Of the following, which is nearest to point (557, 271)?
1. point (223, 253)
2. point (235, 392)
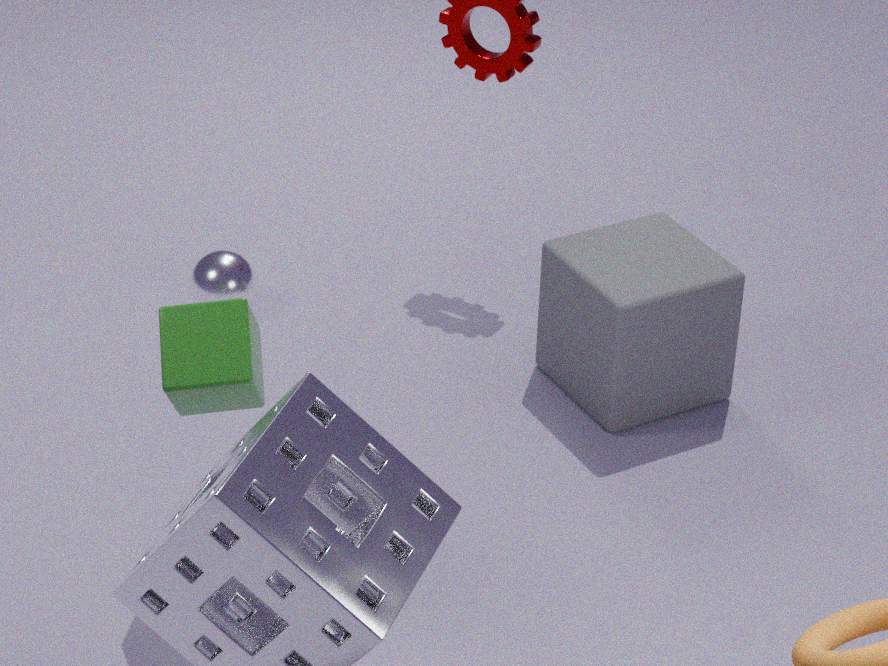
point (223, 253)
